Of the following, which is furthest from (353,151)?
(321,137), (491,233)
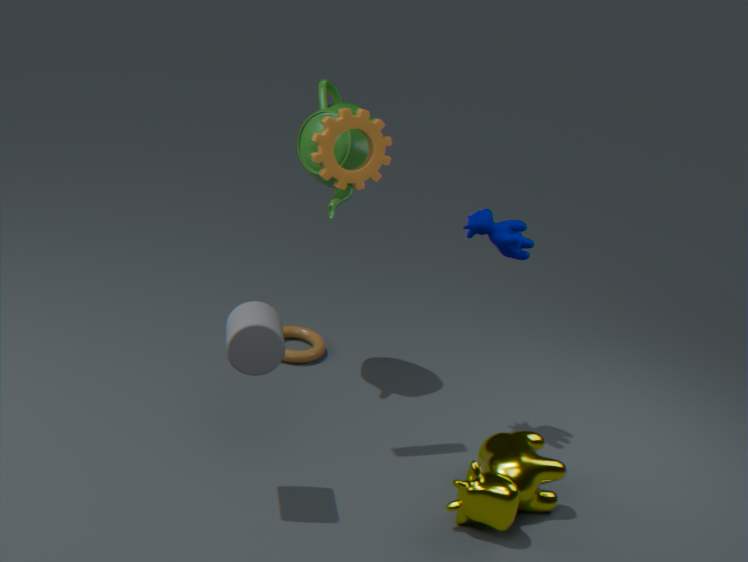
(491,233)
